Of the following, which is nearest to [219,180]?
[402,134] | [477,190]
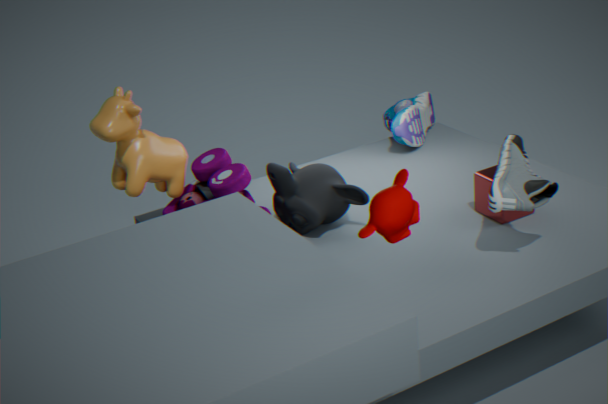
[477,190]
